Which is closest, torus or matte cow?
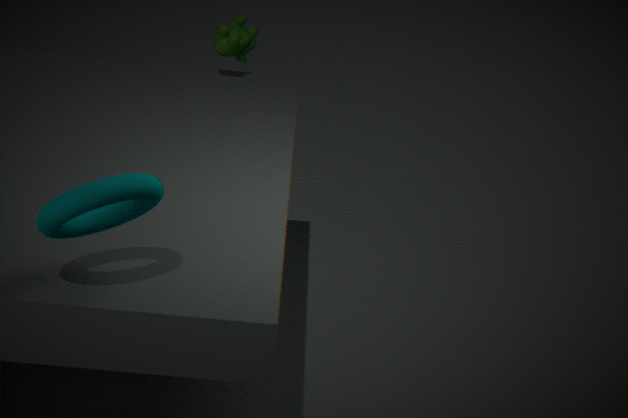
torus
